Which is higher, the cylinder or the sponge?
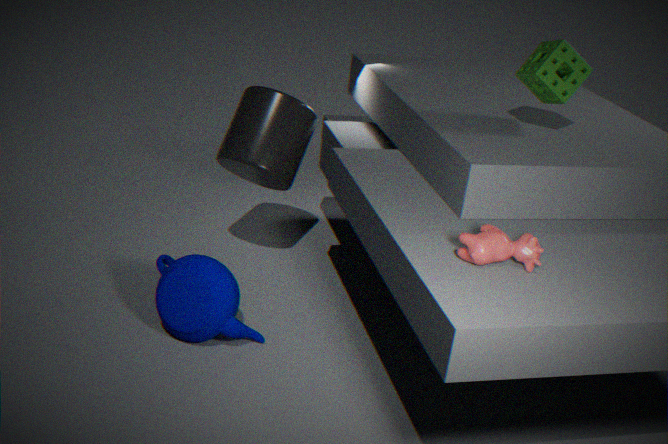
the sponge
